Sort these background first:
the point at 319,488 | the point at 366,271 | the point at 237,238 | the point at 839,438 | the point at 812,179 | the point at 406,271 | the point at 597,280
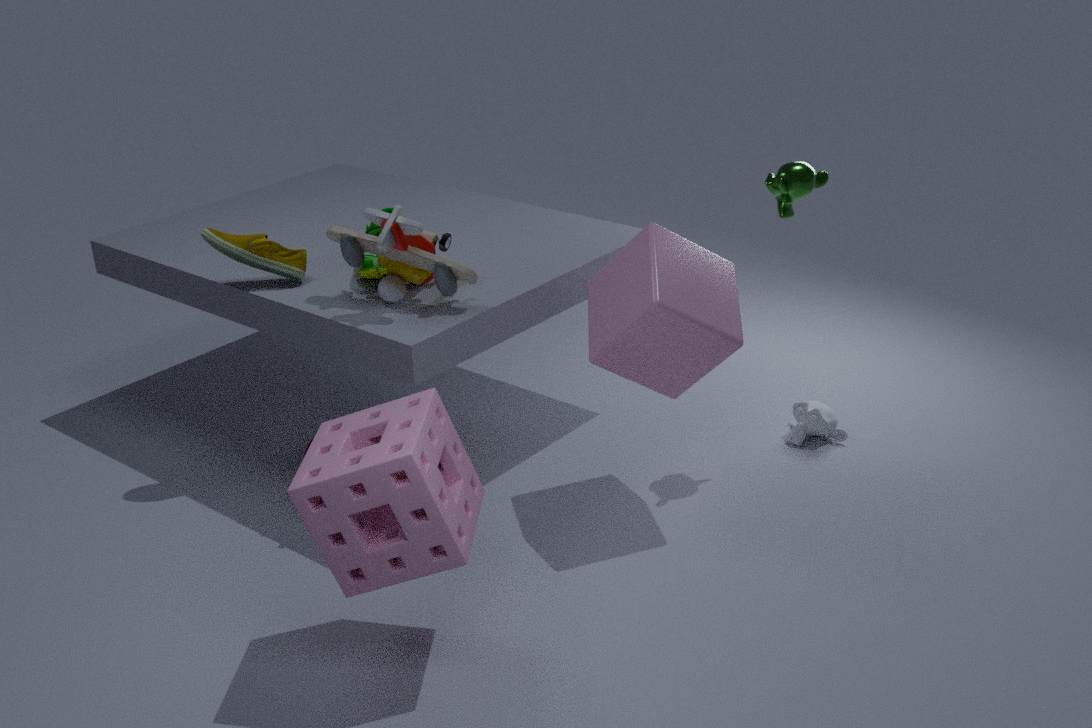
1. the point at 839,438
2. the point at 237,238
3. the point at 366,271
4. the point at 597,280
5. the point at 406,271
6. the point at 812,179
7. the point at 319,488
